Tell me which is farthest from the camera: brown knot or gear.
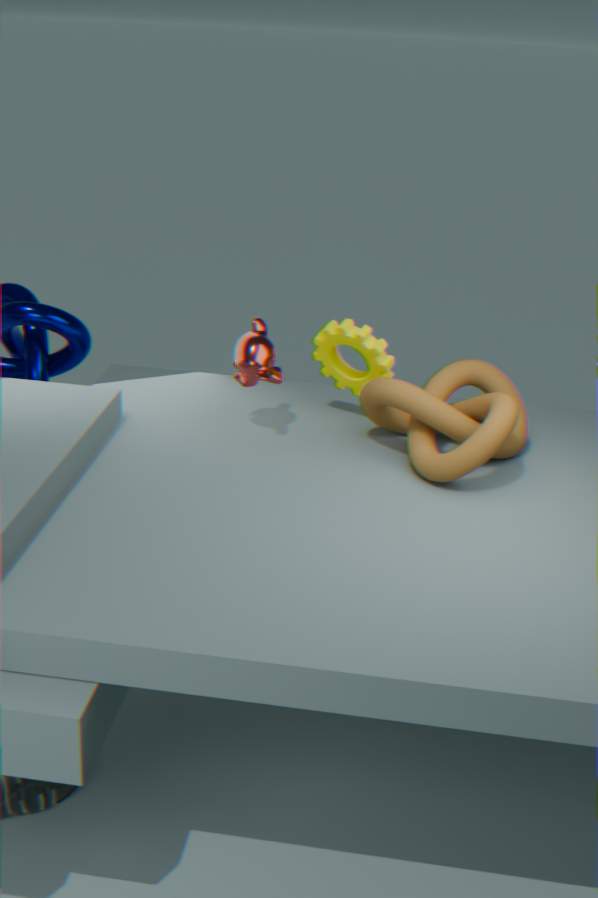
gear
